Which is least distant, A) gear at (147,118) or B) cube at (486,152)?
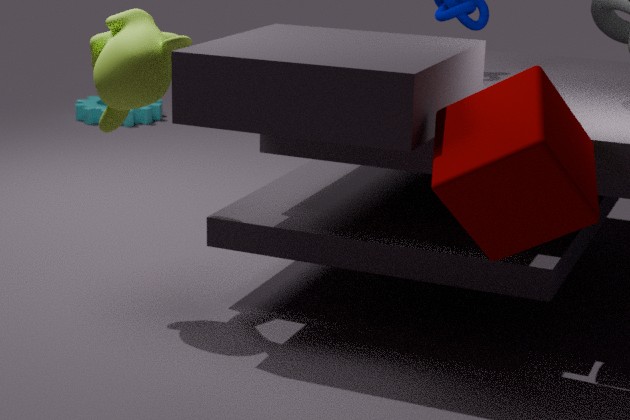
B. cube at (486,152)
